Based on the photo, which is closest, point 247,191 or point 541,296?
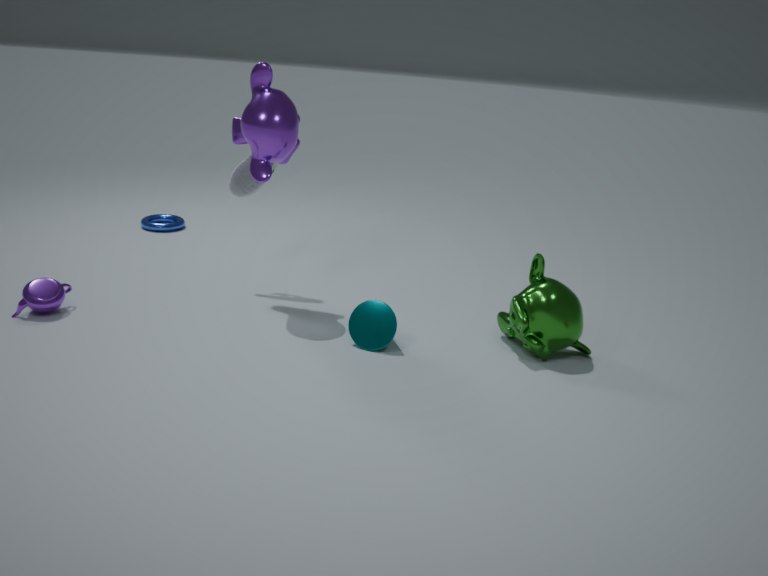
point 541,296
